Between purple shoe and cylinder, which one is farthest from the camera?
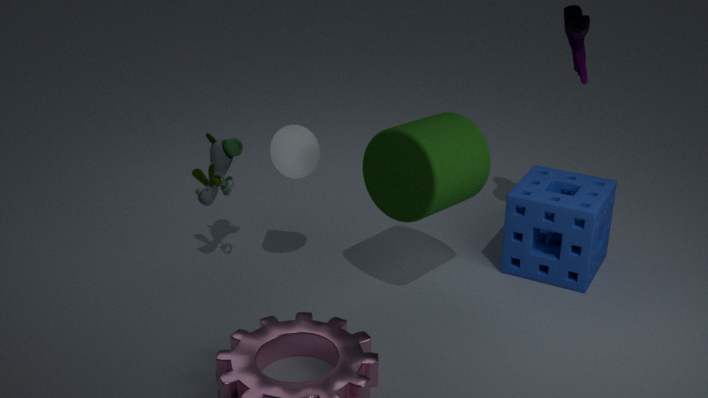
purple shoe
